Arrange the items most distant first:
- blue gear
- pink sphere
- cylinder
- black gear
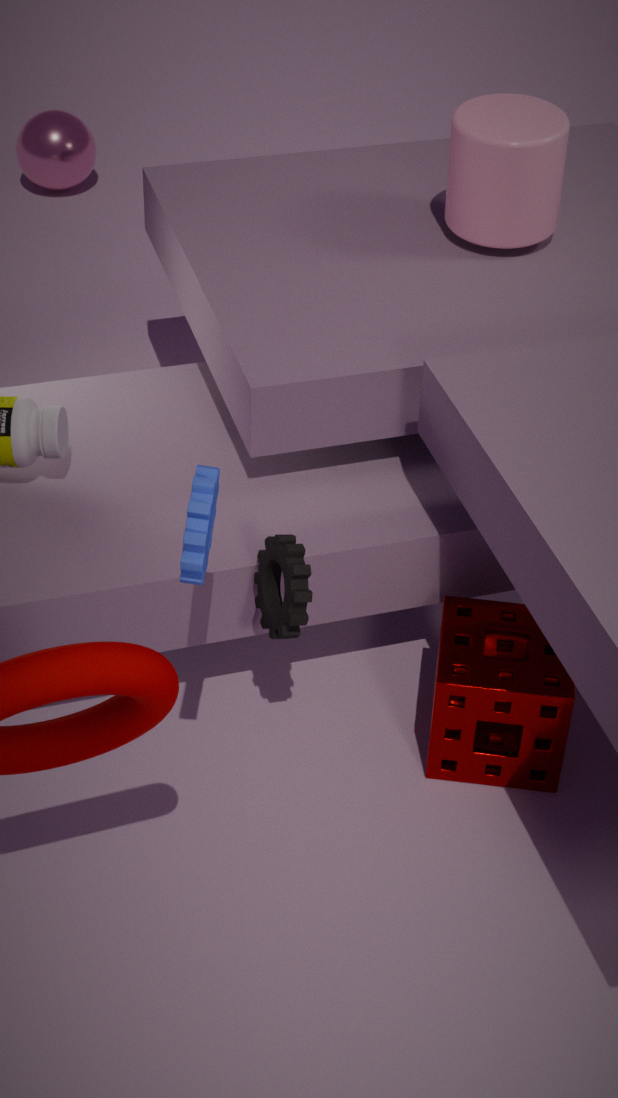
pink sphere
cylinder
black gear
blue gear
